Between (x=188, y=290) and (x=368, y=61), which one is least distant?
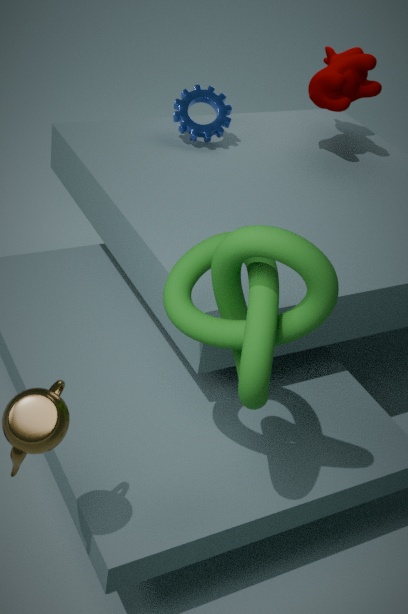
(x=188, y=290)
